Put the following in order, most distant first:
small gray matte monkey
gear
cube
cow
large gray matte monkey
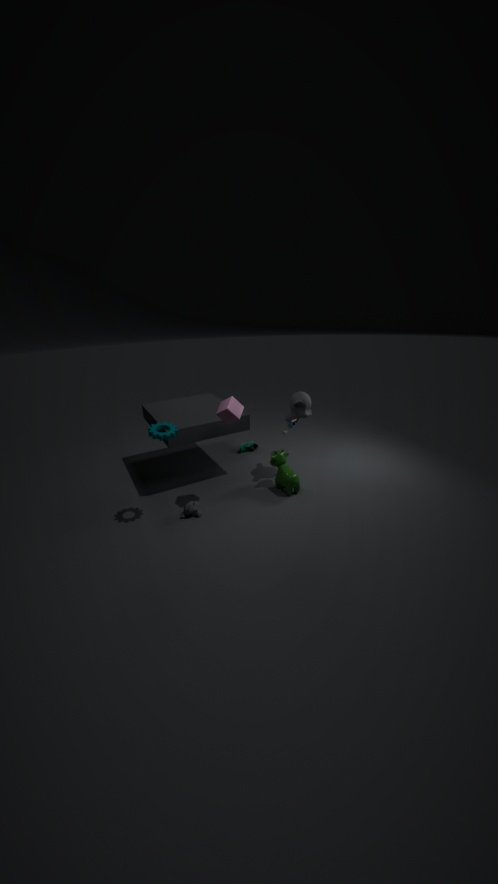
large gray matte monkey < cow < small gray matte monkey < cube < gear
